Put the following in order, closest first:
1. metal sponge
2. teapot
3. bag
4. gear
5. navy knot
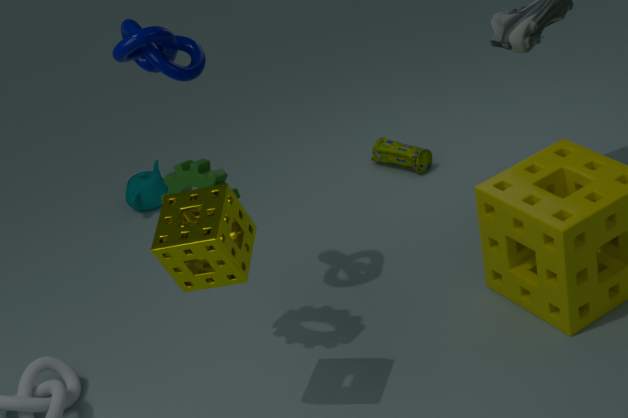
metal sponge
navy knot
gear
bag
teapot
